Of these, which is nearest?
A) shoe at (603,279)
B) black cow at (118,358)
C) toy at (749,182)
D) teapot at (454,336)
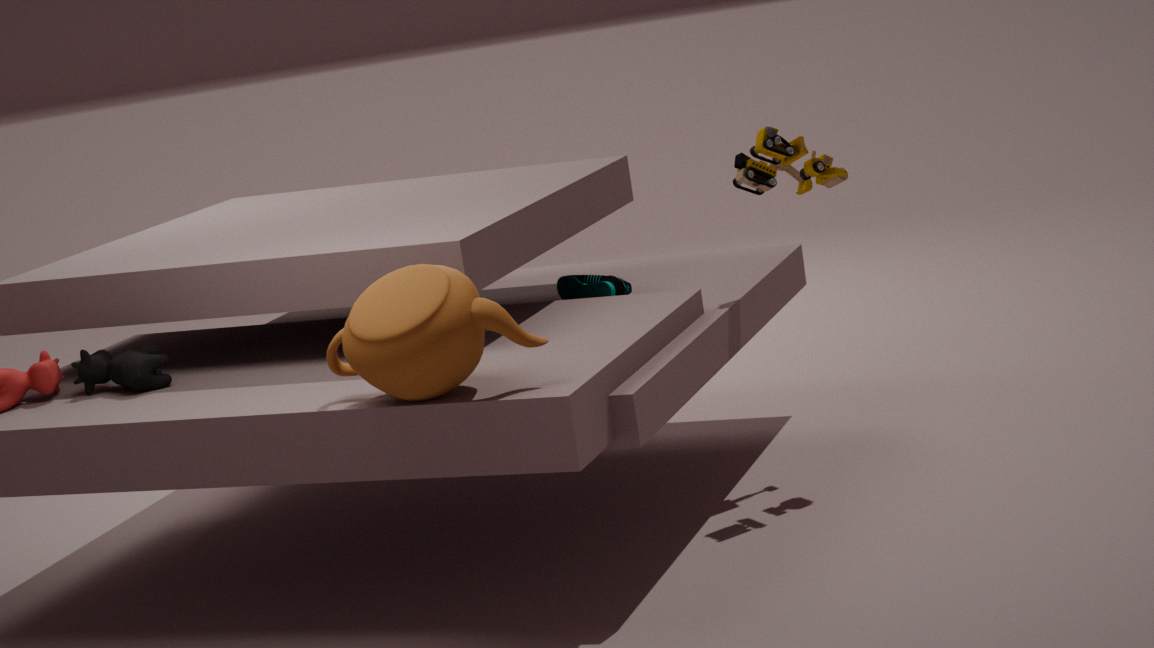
teapot at (454,336)
